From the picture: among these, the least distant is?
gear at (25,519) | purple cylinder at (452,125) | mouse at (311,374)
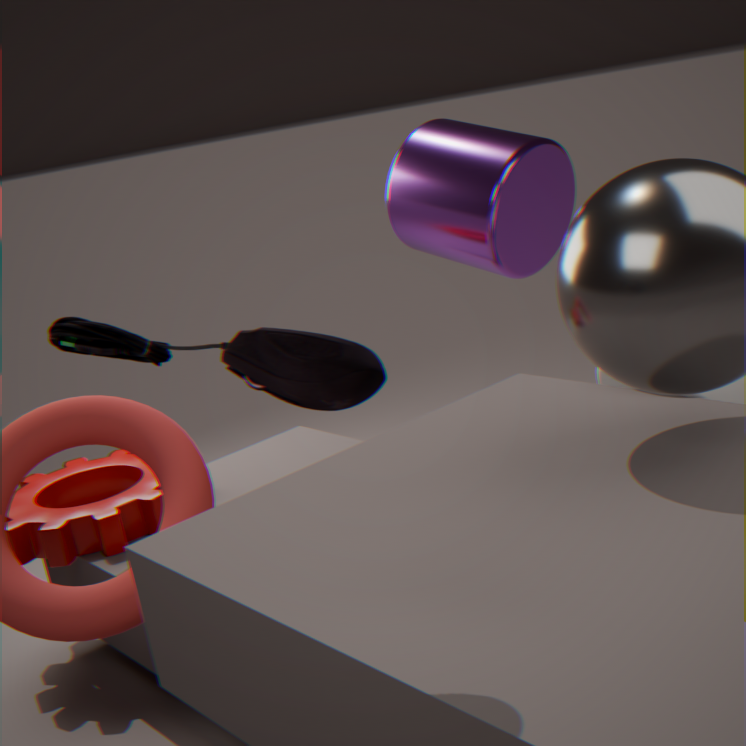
mouse at (311,374)
